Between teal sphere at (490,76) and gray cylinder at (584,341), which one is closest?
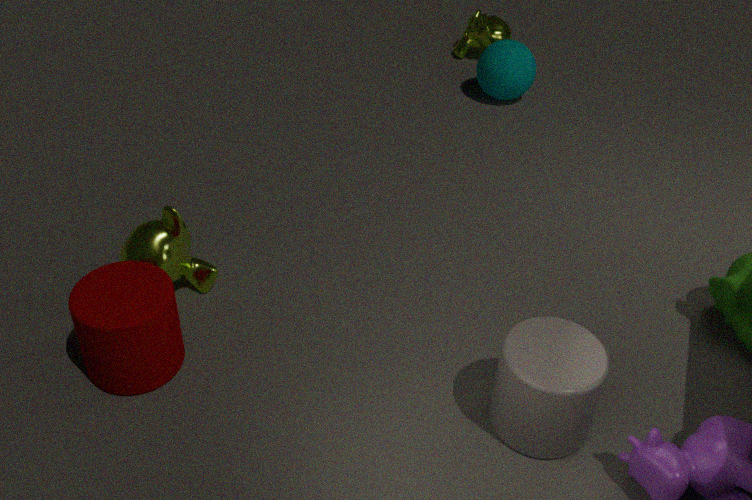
gray cylinder at (584,341)
